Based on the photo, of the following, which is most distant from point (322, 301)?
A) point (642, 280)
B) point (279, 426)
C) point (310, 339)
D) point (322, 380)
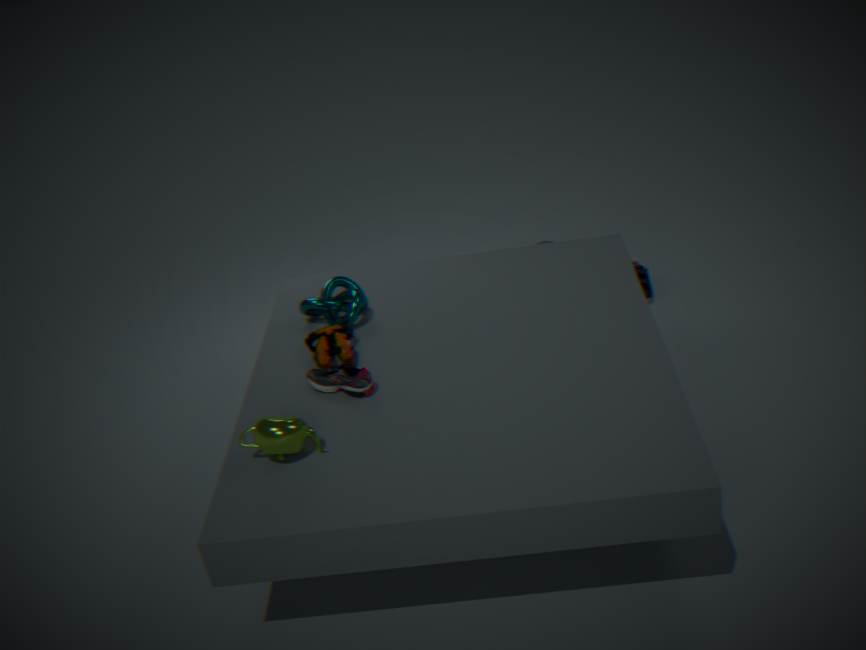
point (642, 280)
